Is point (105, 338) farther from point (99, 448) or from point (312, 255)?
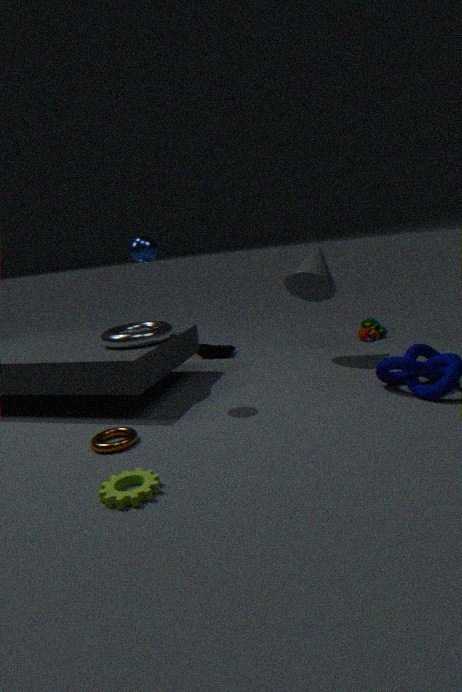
Answer: point (312, 255)
